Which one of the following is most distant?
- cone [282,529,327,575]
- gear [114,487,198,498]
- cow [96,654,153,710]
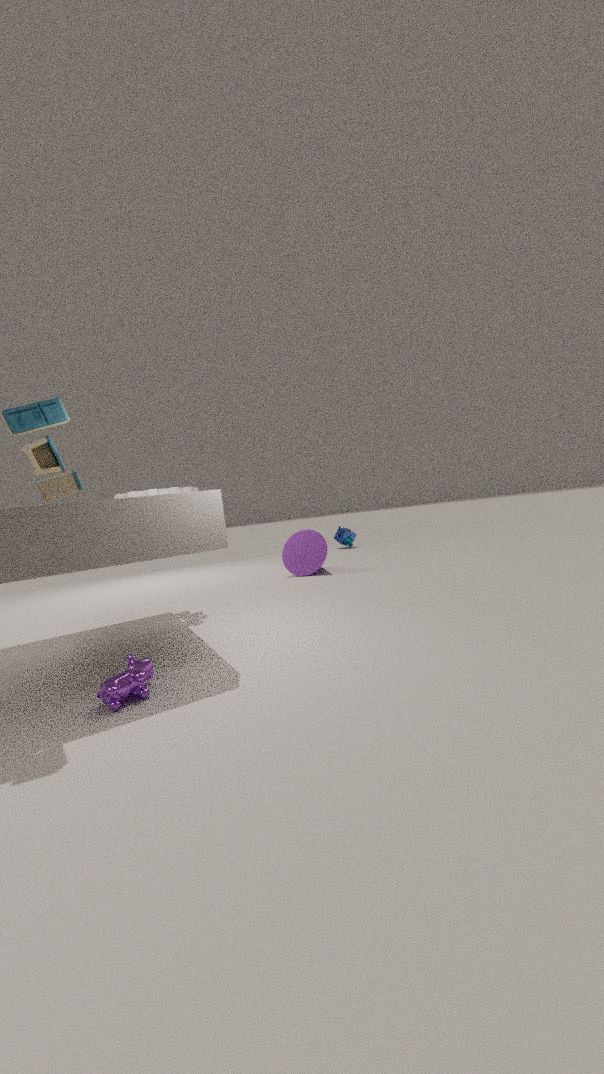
cone [282,529,327,575]
